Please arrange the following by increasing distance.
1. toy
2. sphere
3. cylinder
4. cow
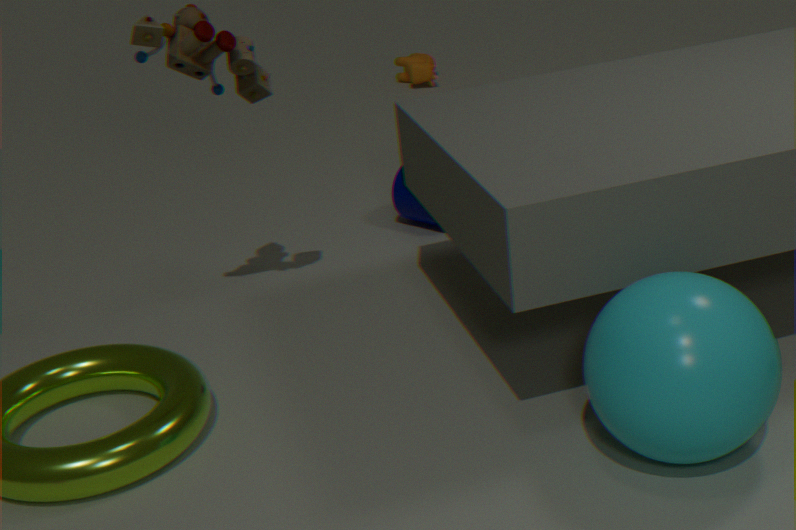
sphere, toy, cylinder, cow
